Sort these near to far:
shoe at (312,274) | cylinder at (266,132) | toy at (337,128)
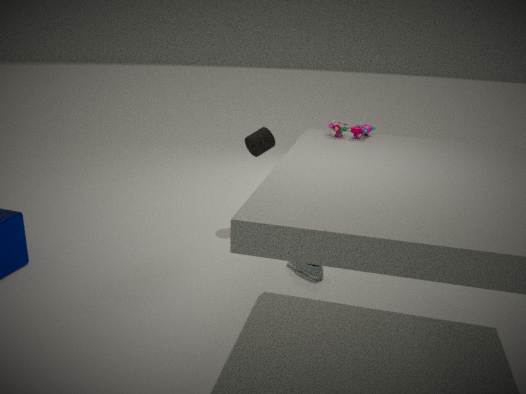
toy at (337,128) < shoe at (312,274) < cylinder at (266,132)
